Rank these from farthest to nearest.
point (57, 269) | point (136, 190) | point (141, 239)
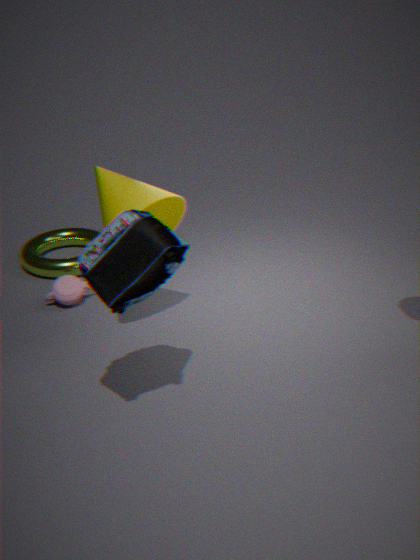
point (57, 269)
point (136, 190)
point (141, 239)
